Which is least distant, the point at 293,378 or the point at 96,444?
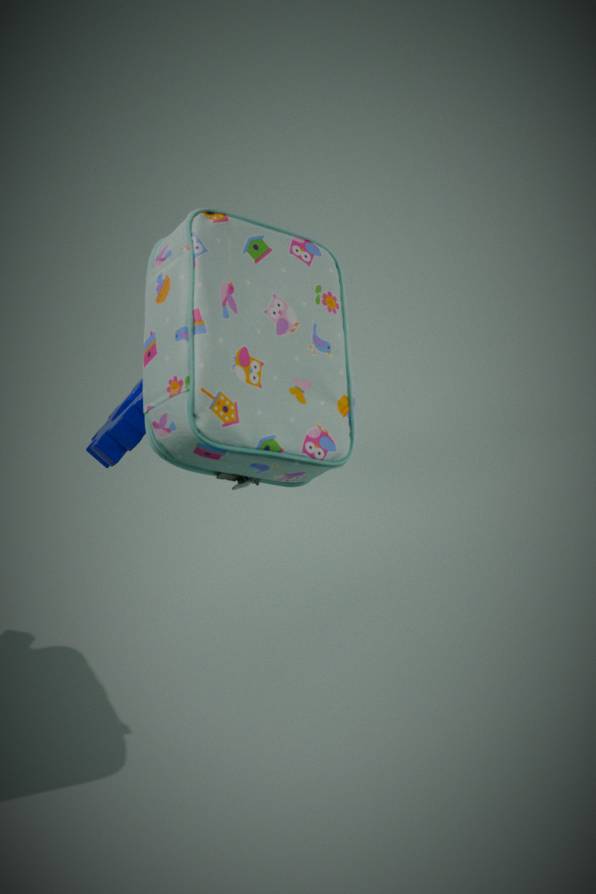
the point at 293,378
